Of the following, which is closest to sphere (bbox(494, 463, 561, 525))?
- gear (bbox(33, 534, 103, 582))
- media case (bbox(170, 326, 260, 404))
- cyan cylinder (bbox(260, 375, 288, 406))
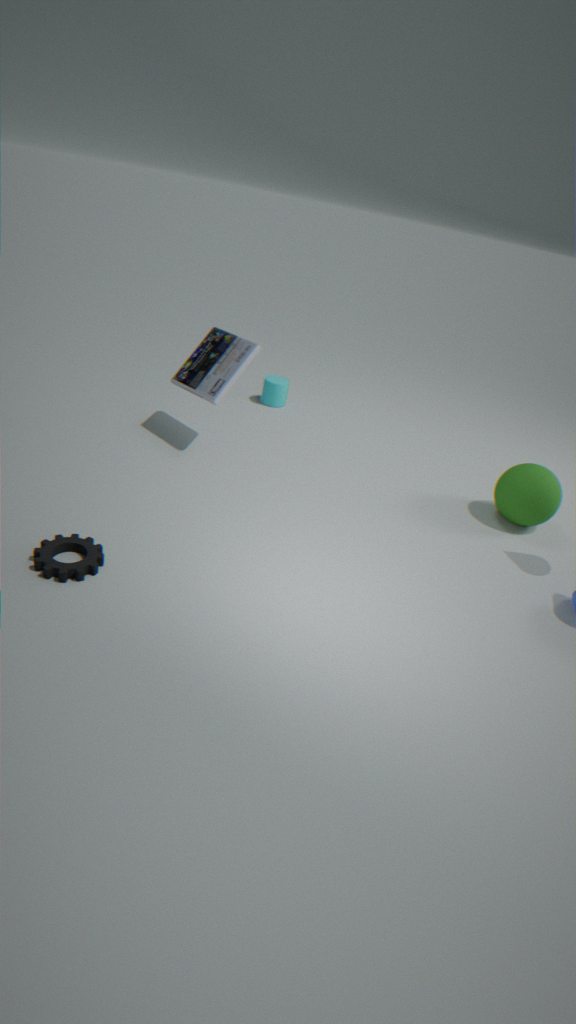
media case (bbox(170, 326, 260, 404))
